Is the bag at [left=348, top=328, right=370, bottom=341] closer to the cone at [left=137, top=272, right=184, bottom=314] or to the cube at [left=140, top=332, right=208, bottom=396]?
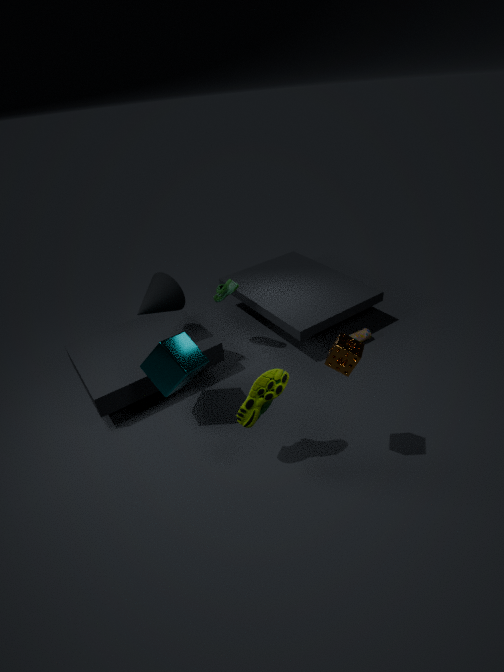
the cube at [left=140, top=332, right=208, bottom=396]
